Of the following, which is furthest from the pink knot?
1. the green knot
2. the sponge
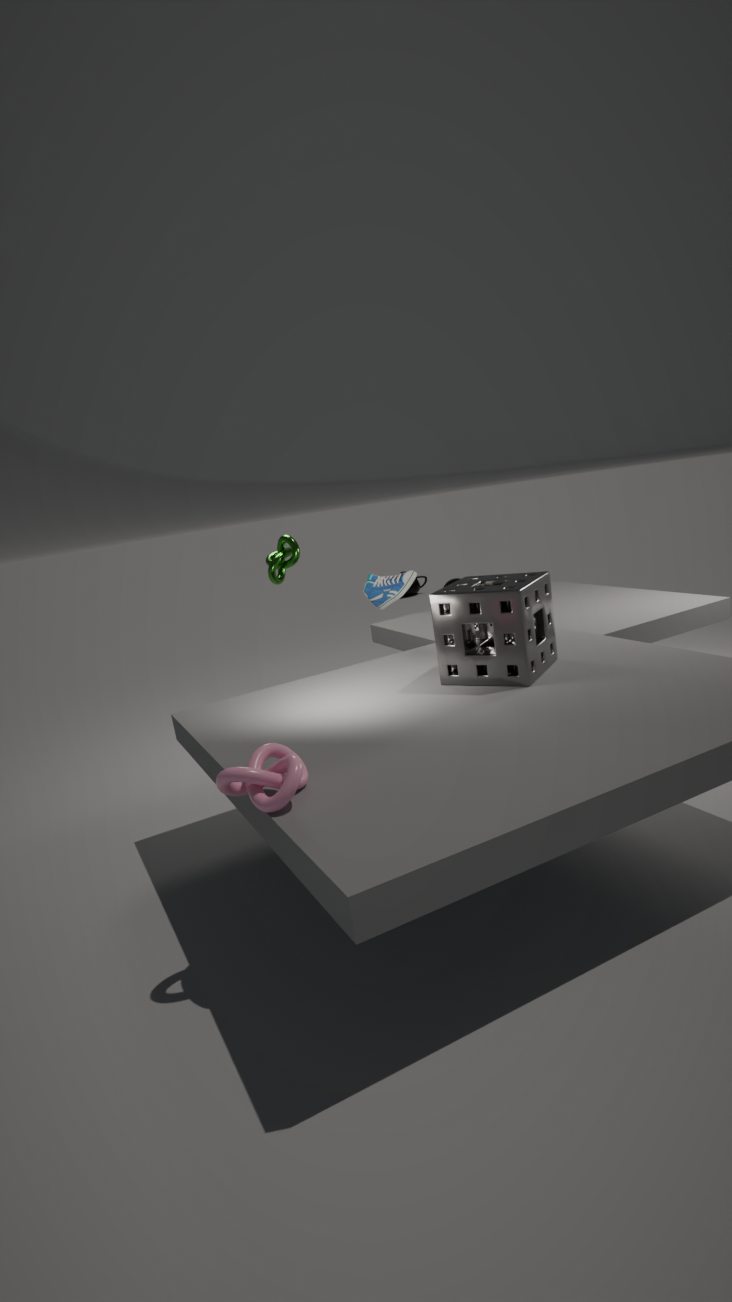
the green knot
